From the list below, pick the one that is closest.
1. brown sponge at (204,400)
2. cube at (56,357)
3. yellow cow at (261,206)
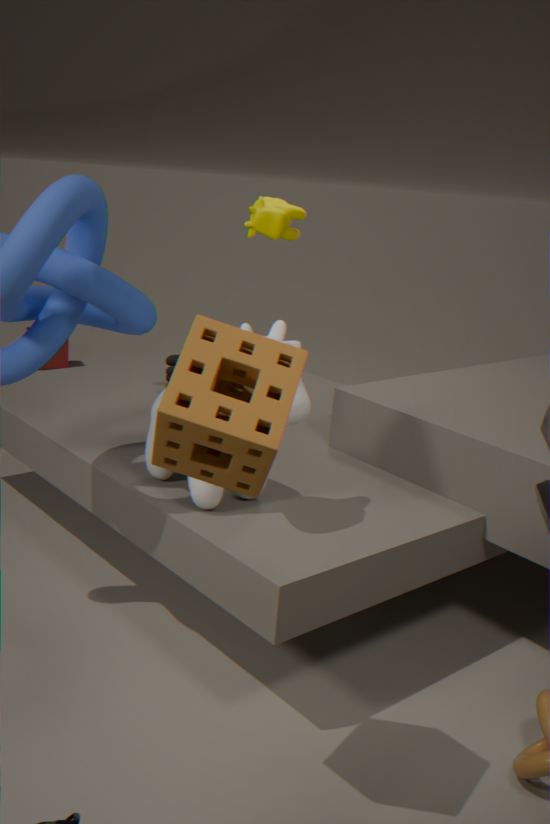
brown sponge at (204,400)
